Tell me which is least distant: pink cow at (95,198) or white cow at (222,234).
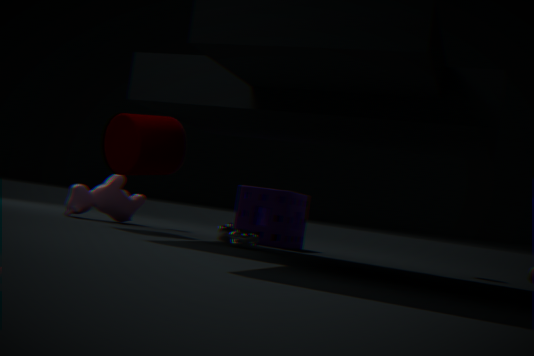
white cow at (222,234)
